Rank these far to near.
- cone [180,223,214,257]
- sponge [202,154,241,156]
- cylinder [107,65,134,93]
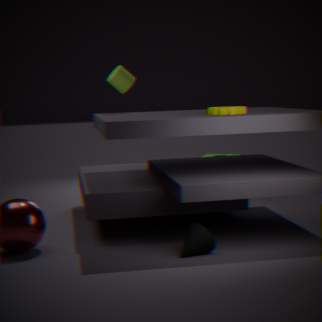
sponge [202,154,241,156], cylinder [107,65,134,93], cone [180,223,214,257]
